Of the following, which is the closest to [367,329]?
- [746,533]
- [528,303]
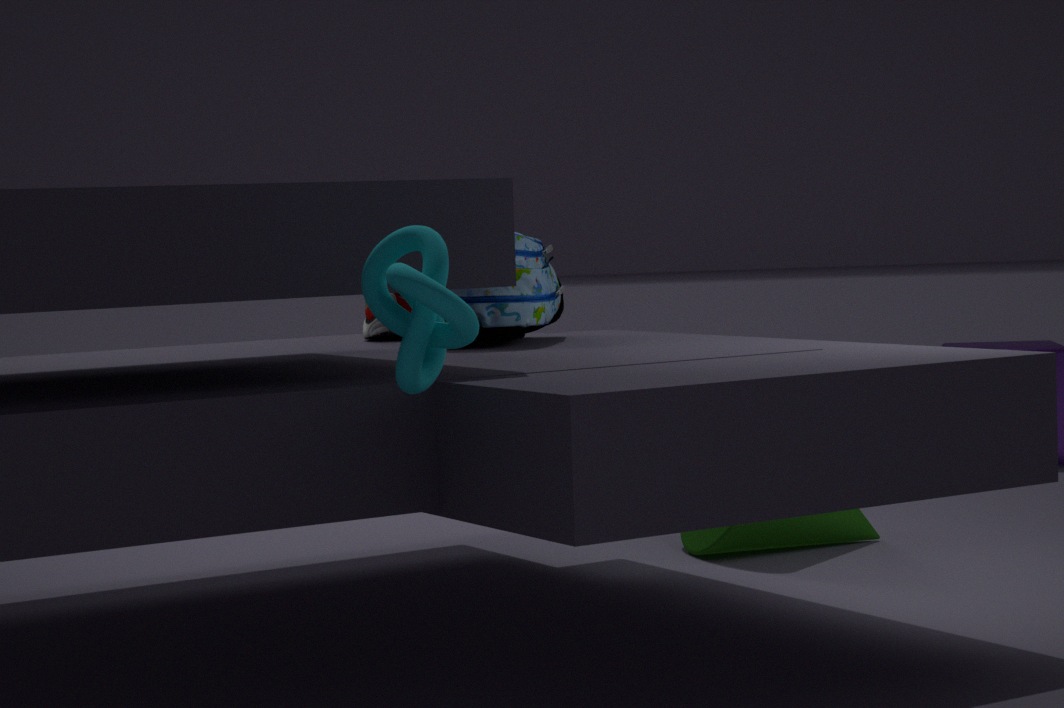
[528,303]
